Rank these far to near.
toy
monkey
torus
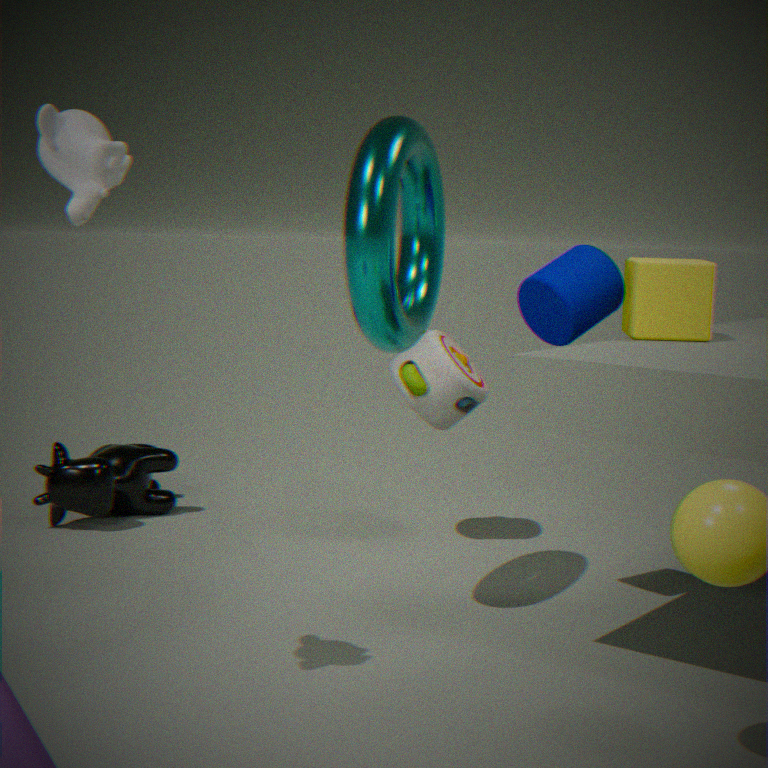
toy, torus, monkey
